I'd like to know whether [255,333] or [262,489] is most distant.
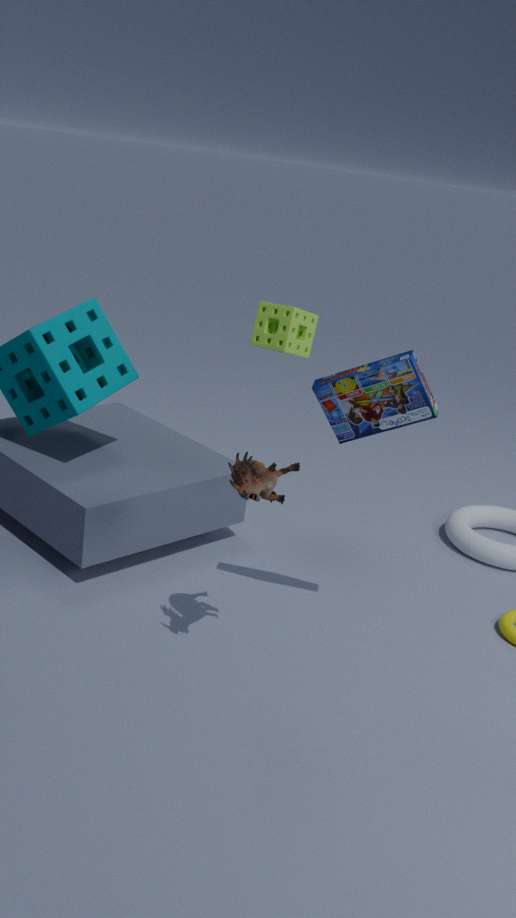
[255,333]
